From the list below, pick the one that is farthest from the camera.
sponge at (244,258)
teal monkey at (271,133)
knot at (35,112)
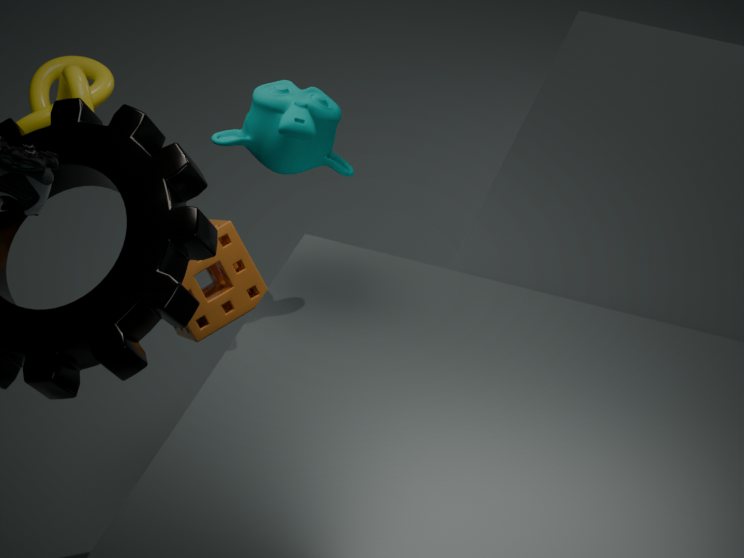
sponge at (244,258)
